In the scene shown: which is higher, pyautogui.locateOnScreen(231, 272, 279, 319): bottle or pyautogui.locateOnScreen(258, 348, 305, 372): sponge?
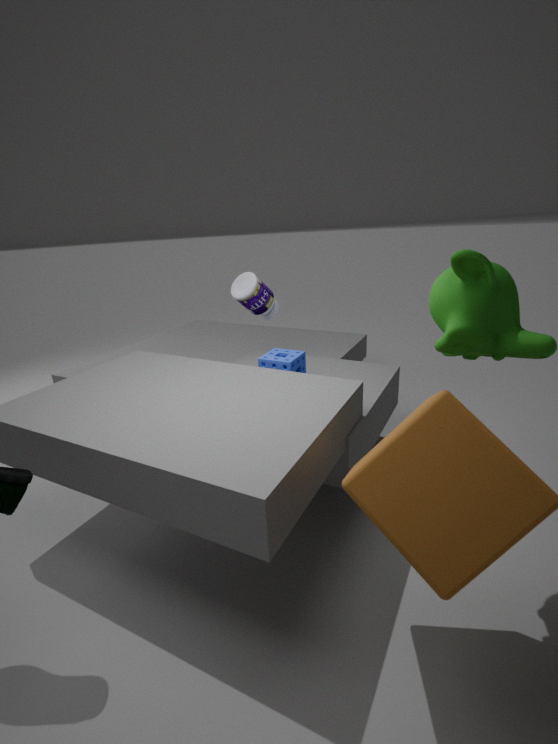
pyautogui.locateOnScreen(231, 272, 279, 319): bottle
